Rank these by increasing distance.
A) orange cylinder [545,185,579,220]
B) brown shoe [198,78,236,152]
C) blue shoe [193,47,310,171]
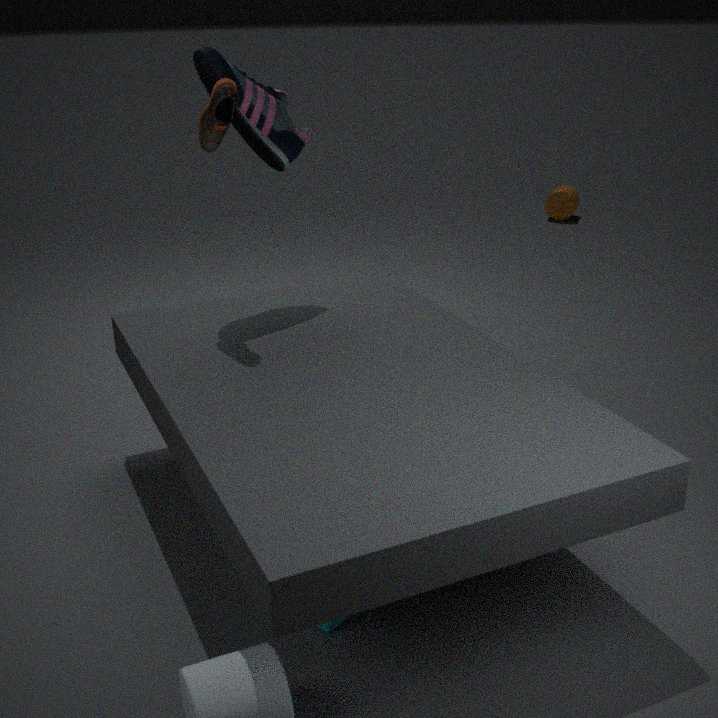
1. brown shoe [198,78,236,152]
2. blue shoe [193,47,310,171]
3. orange cylinder [545,185,579,220]
